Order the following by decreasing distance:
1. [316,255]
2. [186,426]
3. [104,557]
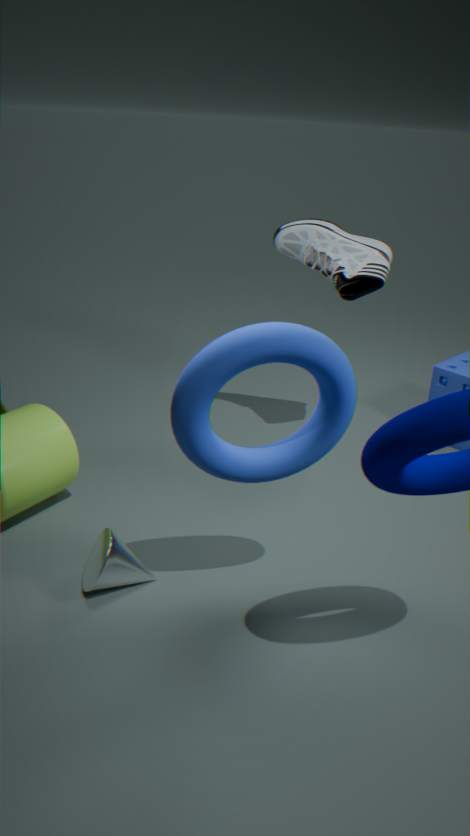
1. [316,255]
2. [104,557]
3. [186,426]
